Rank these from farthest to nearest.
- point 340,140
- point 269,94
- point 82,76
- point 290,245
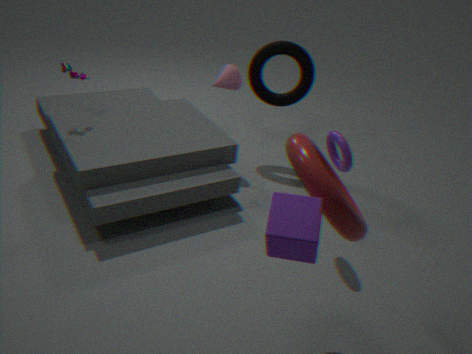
point 269,94, point 82,76, point 340,140, point 290,245
